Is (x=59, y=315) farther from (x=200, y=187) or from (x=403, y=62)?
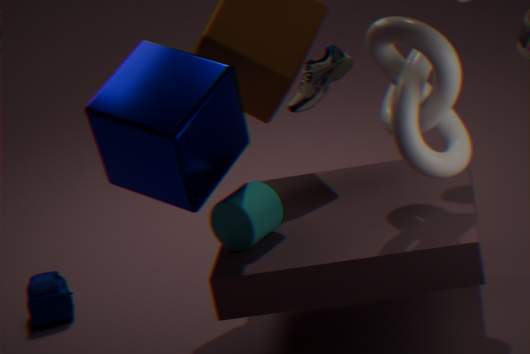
(x=403, y=62)
